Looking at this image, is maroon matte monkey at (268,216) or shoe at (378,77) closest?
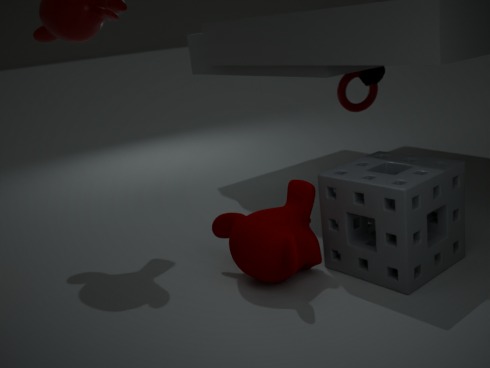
maroon matte monkey at (268,216)
